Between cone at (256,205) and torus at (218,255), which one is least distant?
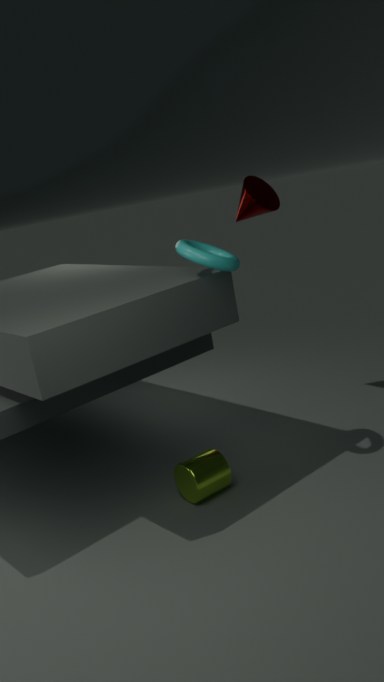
torus at (218,255)
